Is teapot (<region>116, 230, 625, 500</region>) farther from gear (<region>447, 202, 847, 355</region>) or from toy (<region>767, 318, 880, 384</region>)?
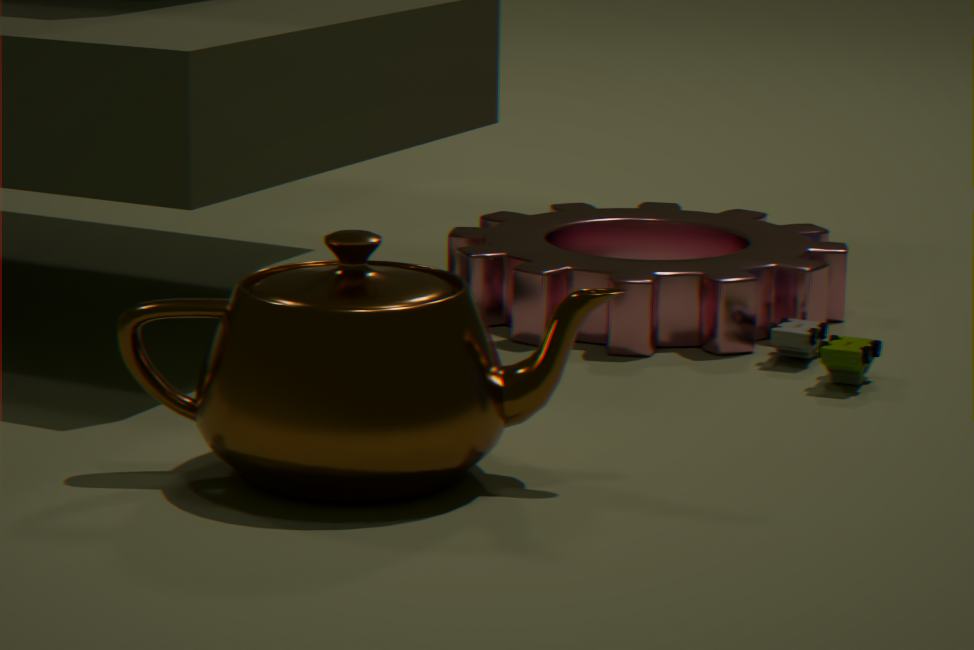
toy (<region>767, 318, 880, 384</region>)
